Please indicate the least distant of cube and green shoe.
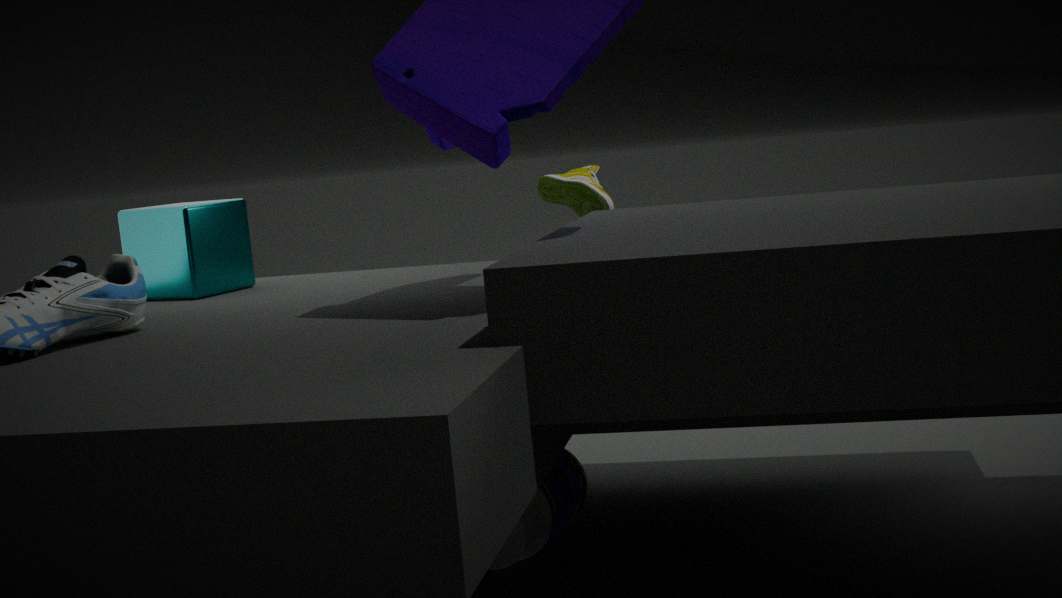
cube
